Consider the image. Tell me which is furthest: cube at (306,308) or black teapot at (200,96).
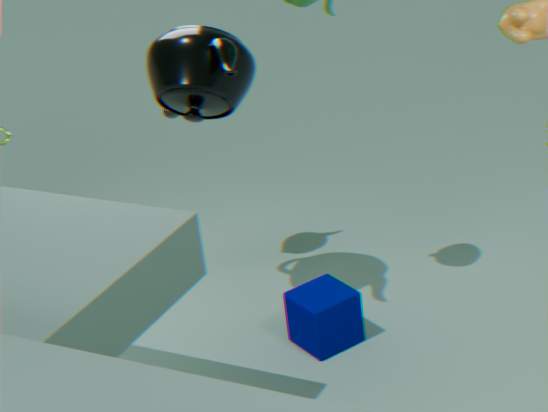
cube at (306,308)
